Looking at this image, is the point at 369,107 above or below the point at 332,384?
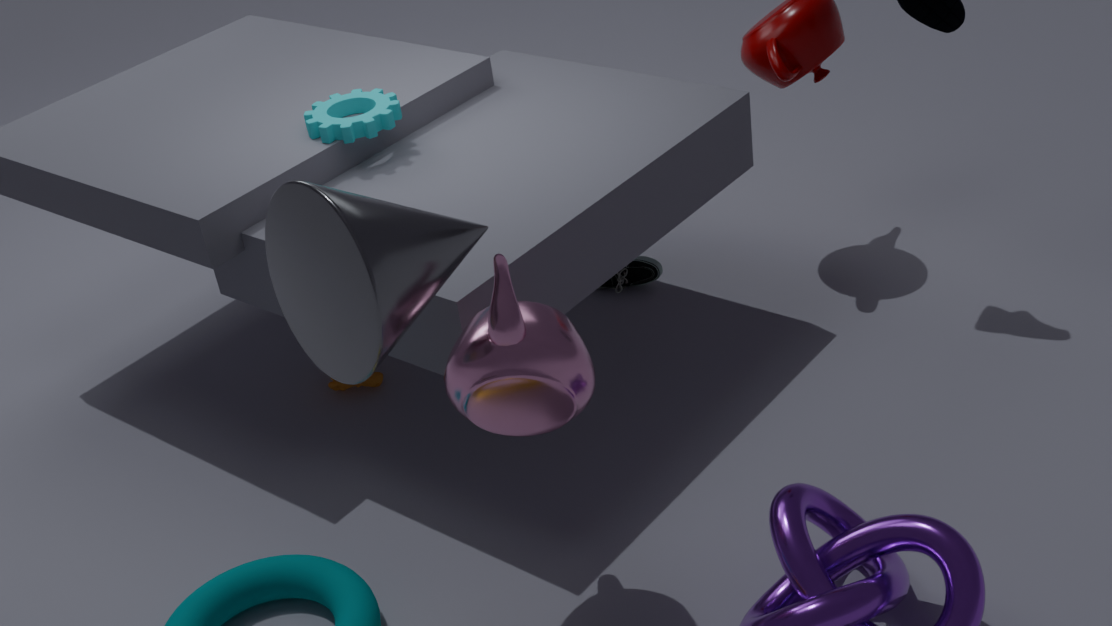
above
